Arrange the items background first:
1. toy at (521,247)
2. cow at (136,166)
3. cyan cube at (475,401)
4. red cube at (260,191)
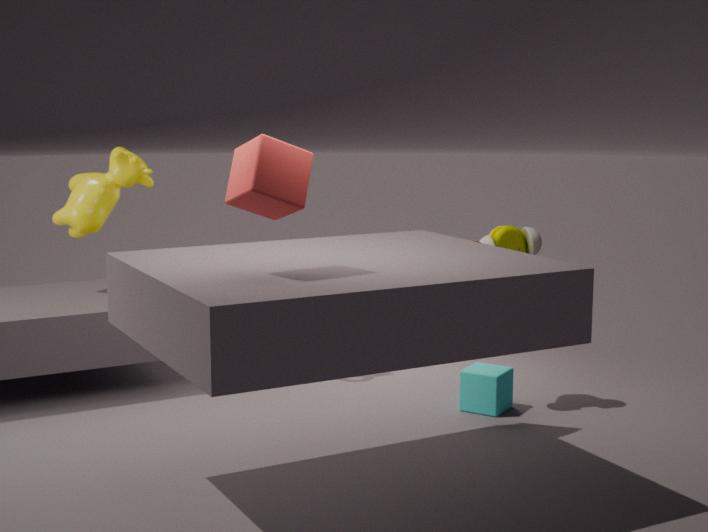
cow at (136,166) → cyan cube at (475,401) → toy at (521,247) → red cube at (260,191)
